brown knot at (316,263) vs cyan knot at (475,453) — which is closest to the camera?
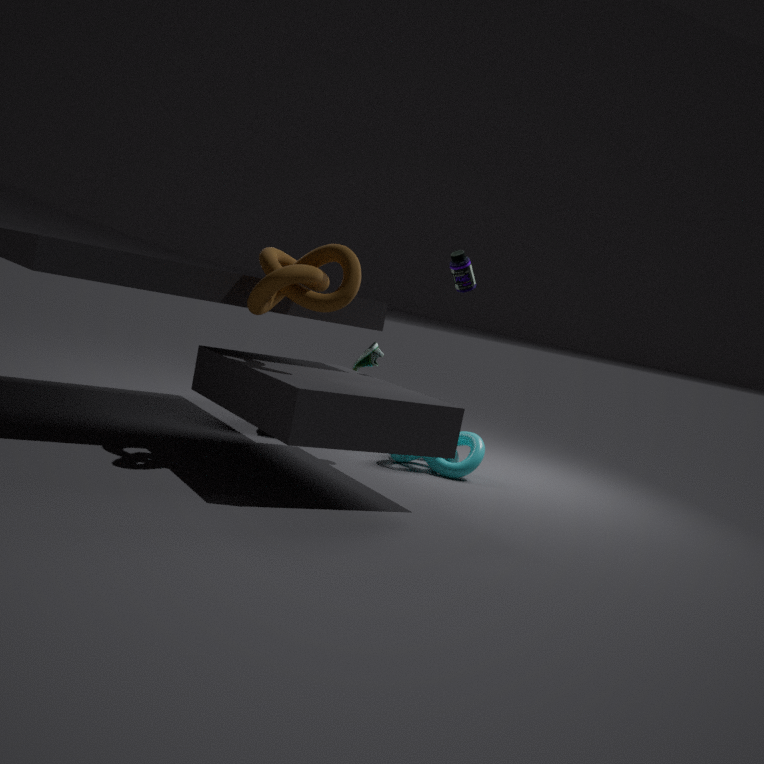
brown knot at (316,263)
